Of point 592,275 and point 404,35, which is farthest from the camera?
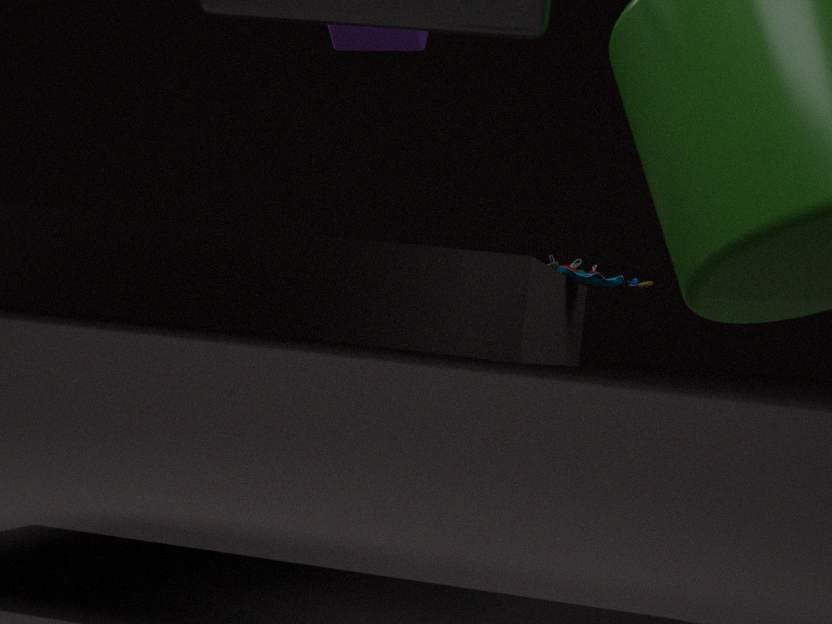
point 404,35
